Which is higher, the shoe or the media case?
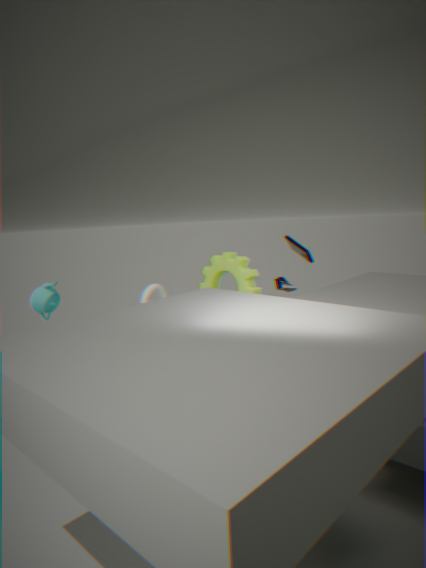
the media case
